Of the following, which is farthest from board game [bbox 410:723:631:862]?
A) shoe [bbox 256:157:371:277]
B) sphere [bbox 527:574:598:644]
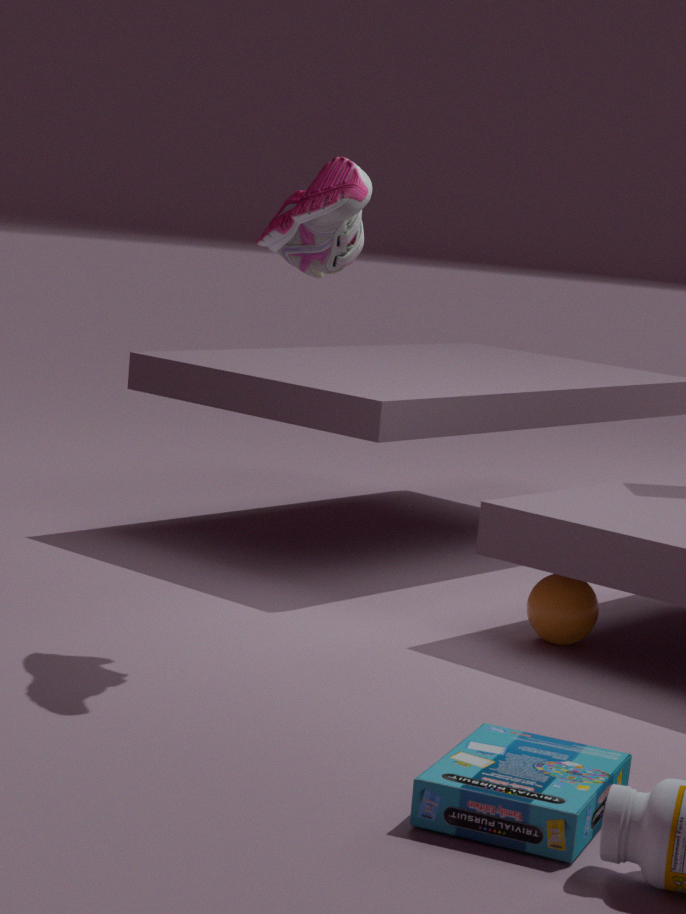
shoe [bbox 256:157:371:277]
